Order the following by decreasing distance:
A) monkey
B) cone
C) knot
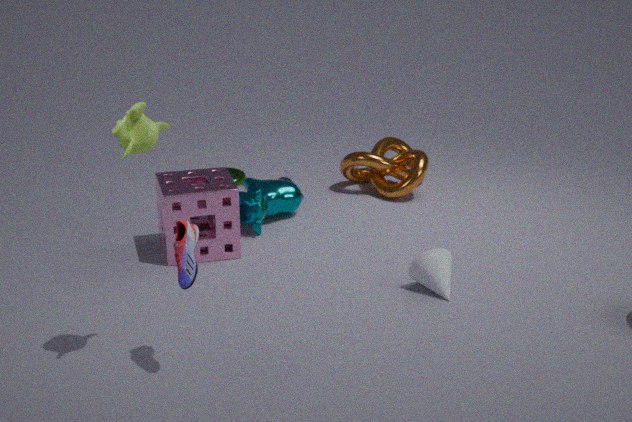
knot
cone
monkey
